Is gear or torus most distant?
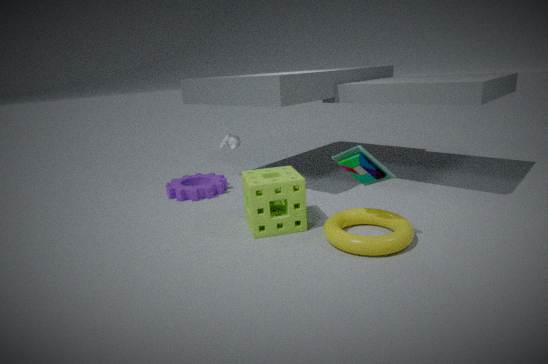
gear
